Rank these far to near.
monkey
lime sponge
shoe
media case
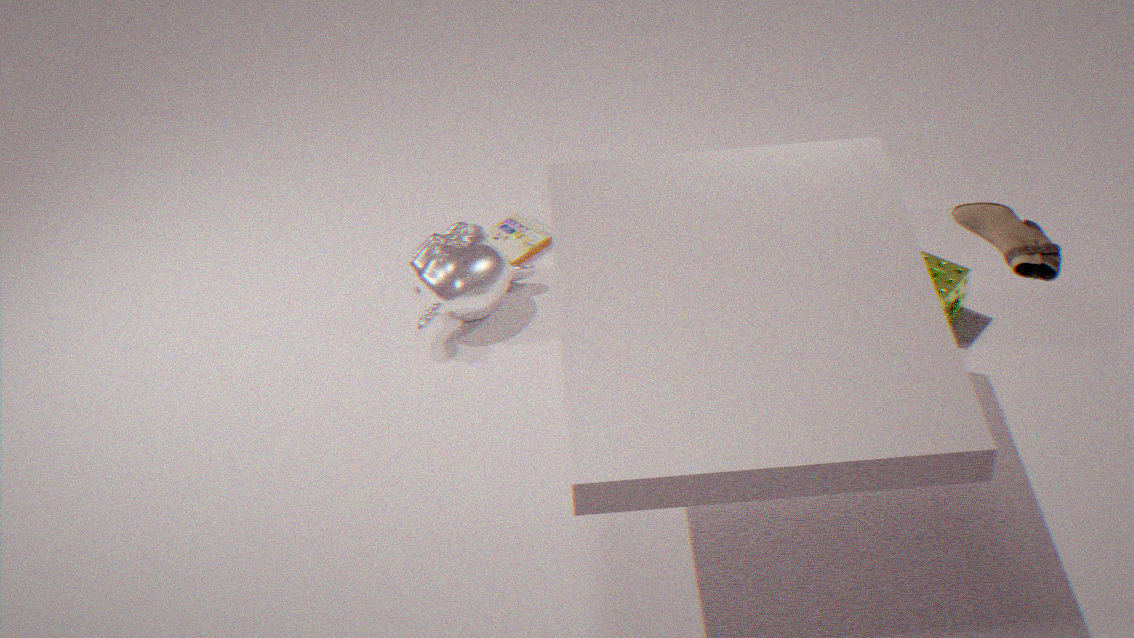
1. media case
2. monkey
3. lime sponge
4. shoe
